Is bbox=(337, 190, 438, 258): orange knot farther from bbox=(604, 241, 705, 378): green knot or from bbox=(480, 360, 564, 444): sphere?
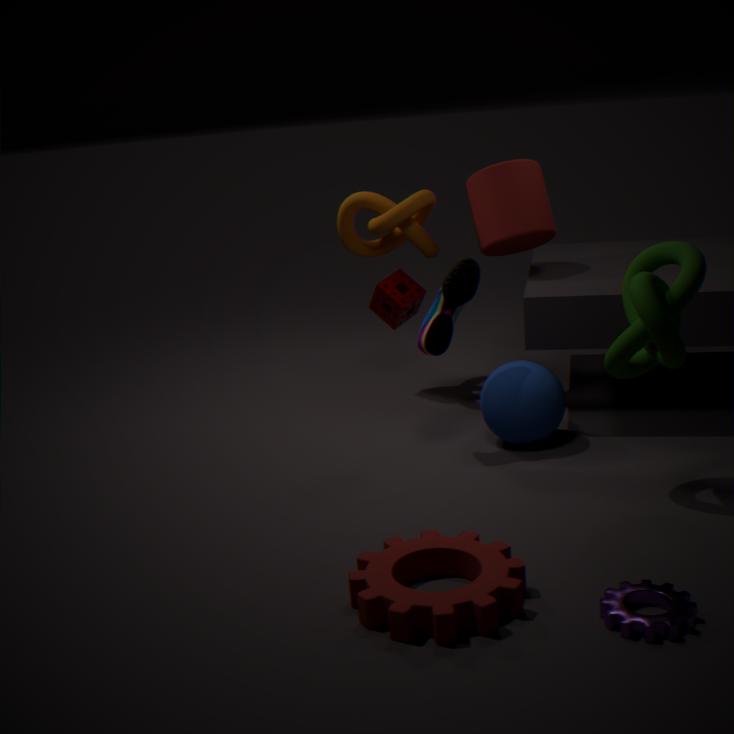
bbox=(604, 241, 705, 378): green knot
